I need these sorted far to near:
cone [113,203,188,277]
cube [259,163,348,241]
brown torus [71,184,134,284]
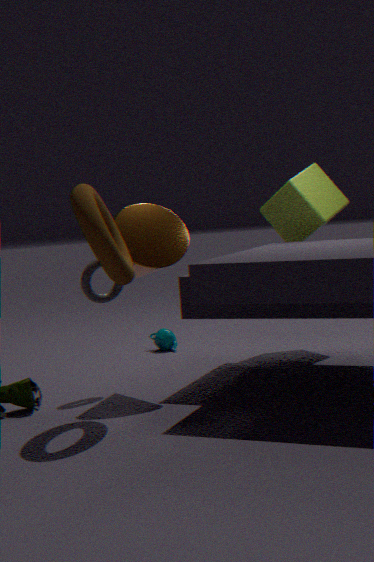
cube [259,163,348,241] → cone [113,203,188,277] → brown torus [71,184,134,284]
